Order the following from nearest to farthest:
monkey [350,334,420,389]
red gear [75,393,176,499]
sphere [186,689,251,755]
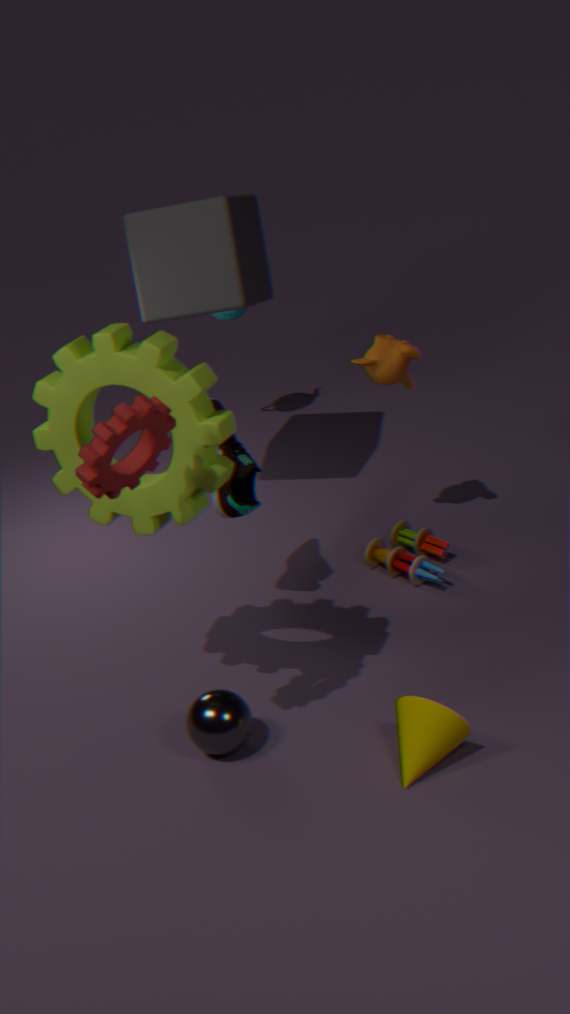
red gear [75,393,176,499] → sphere [186,689,251,755] → monkey [350,334,420,389]
